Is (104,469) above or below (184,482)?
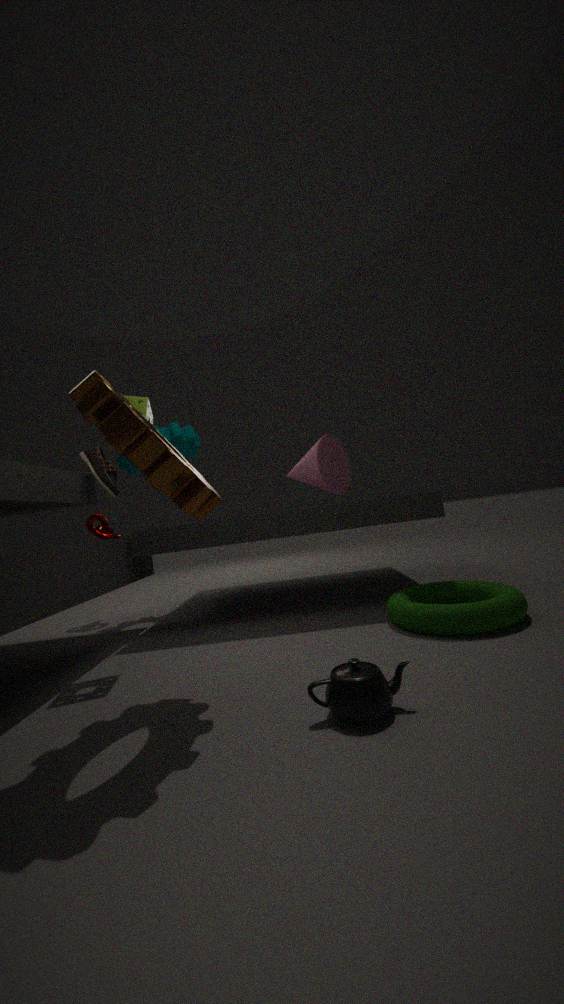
above
